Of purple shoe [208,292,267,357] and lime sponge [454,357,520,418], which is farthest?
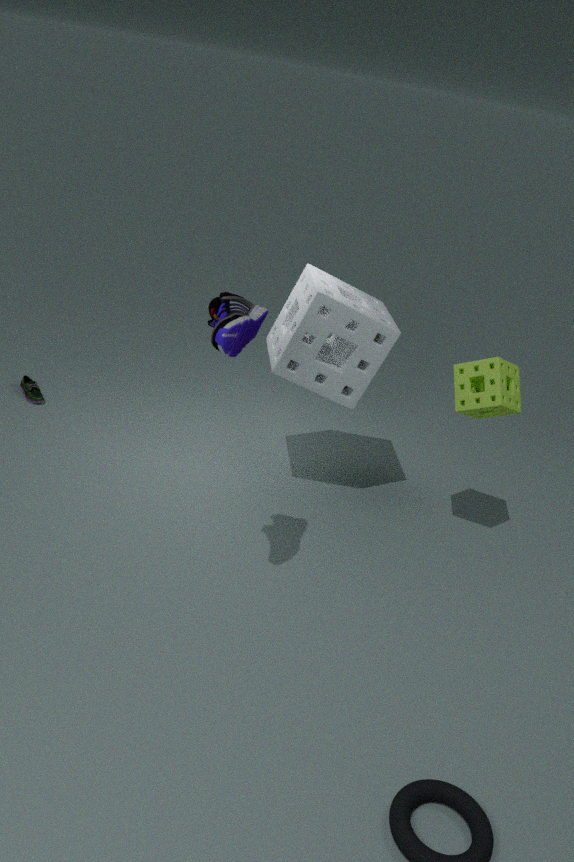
lime sponge [454,357,520,418]
